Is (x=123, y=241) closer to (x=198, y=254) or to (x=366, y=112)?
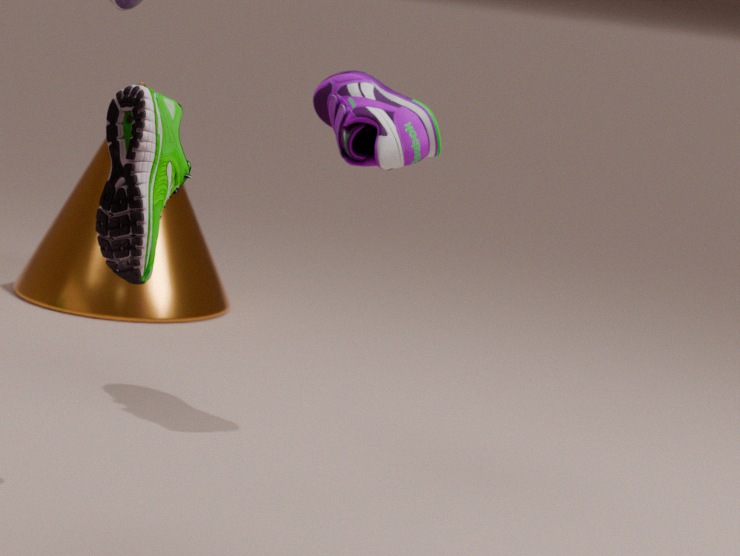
(x=366, y=112)
